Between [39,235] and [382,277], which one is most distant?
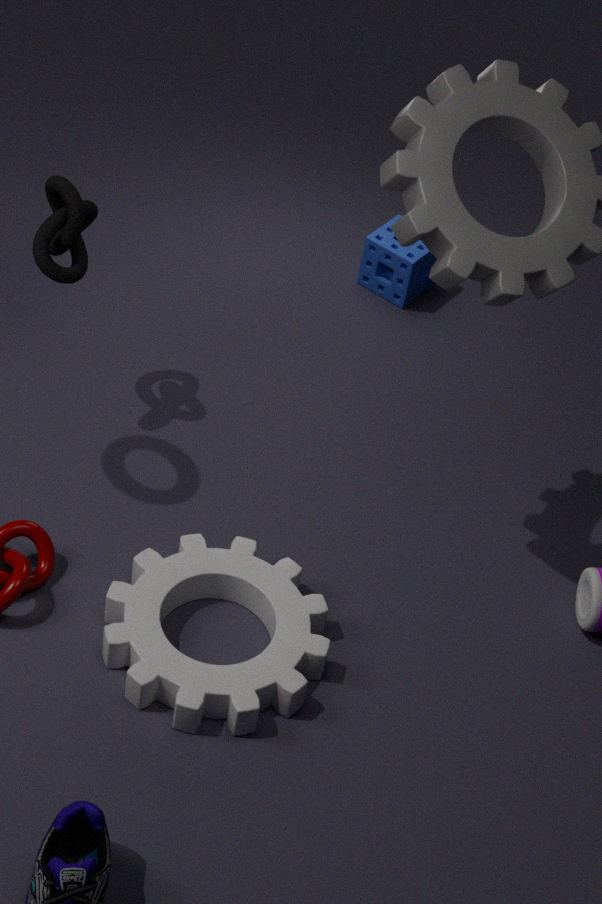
[382,277]
